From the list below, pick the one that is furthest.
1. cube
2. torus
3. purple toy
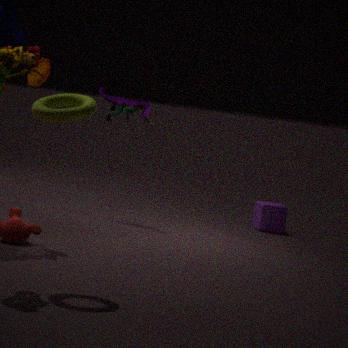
cube
